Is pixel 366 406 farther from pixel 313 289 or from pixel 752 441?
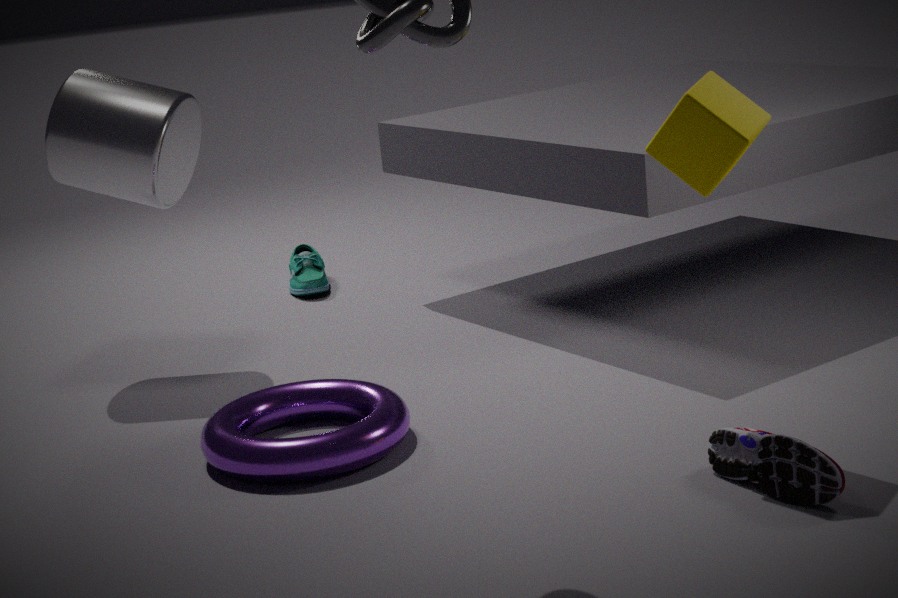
pixel 313 289
